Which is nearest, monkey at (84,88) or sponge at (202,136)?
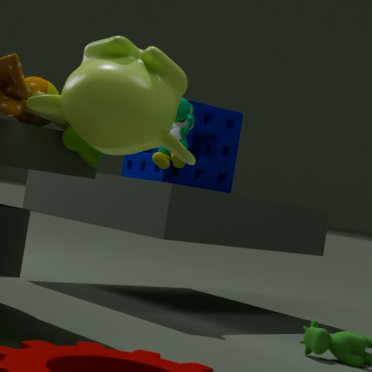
monkey at (84,88)
